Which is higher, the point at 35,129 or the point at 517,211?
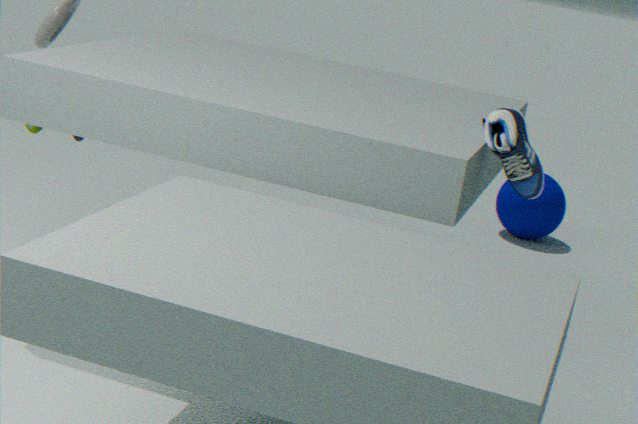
the point at 35,129
